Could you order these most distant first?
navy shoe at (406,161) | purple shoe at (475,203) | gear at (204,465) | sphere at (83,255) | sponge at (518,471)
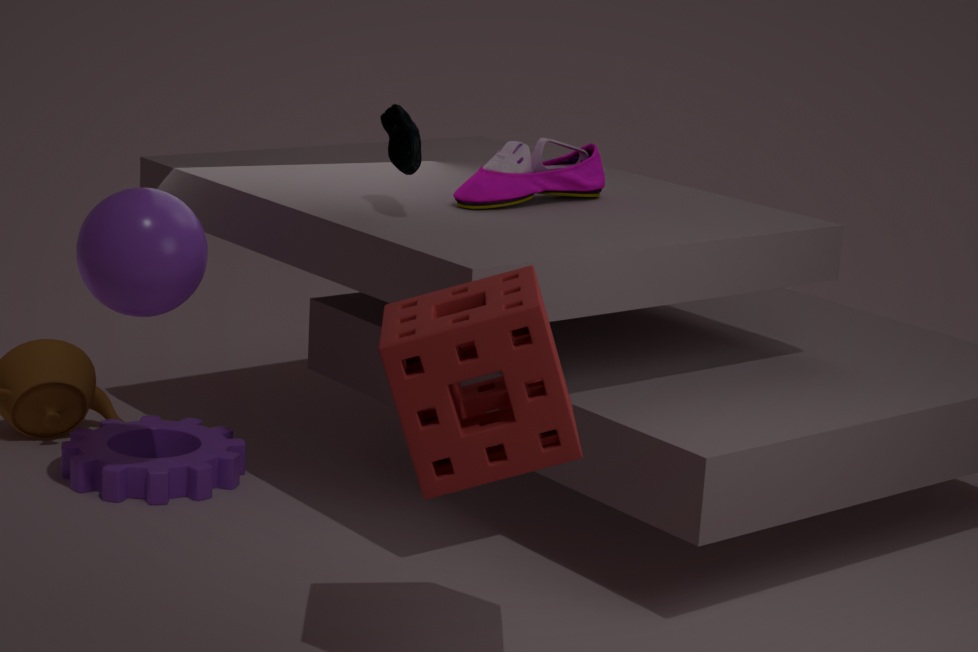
1. gear at (204,465)
2. purple shoe at (475,203)
3. navy shoe at (406,161)
4. sphere at (83,255)
5. sponge at (518,471)
